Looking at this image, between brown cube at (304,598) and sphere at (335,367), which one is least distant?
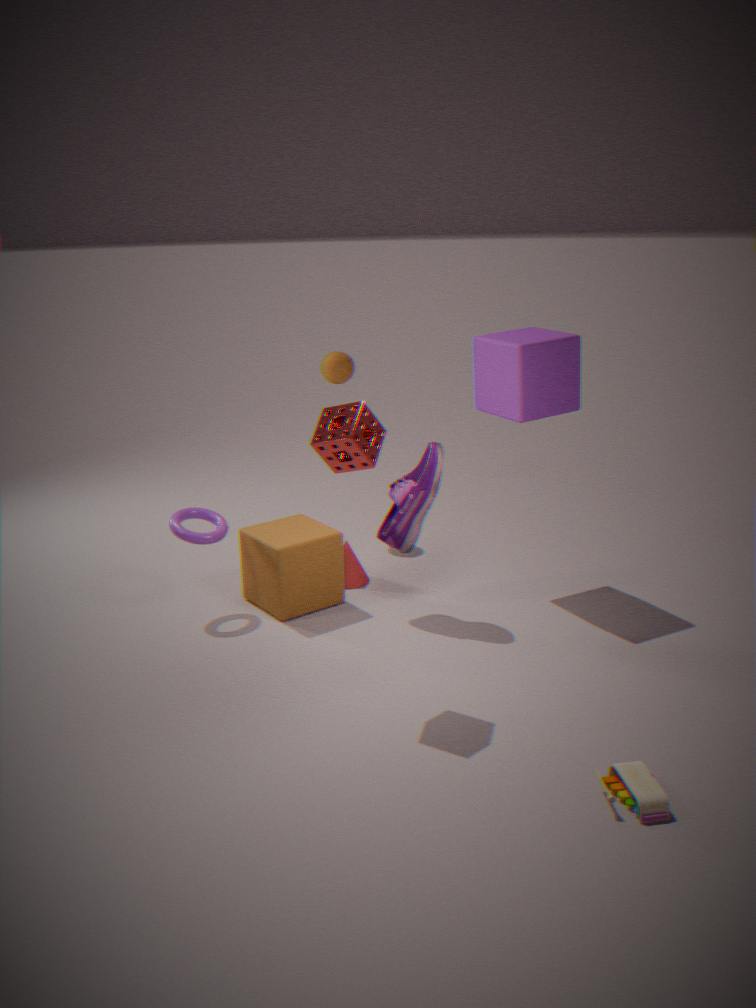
brown cube at (304,598)
